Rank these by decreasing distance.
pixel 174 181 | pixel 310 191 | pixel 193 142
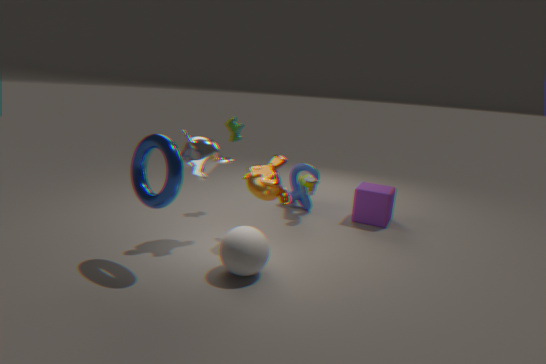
1. pixel 310 191
2. pixel 193 142
3. pixel 174 181
